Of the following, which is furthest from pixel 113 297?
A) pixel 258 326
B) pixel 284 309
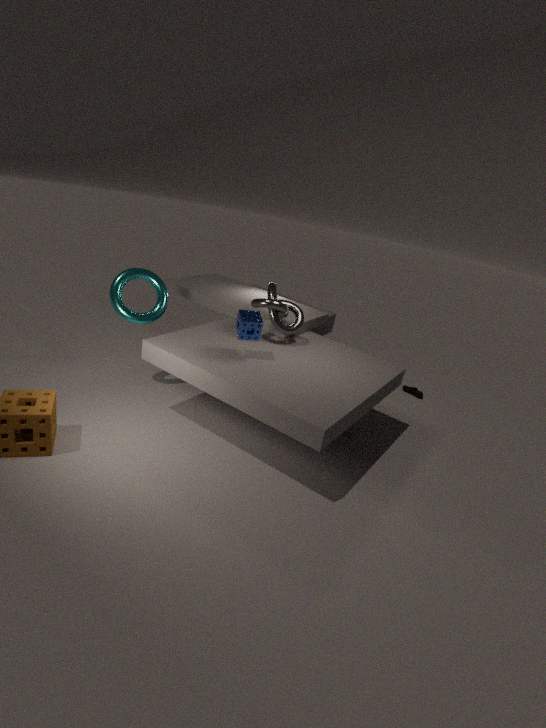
pixel 284 309
